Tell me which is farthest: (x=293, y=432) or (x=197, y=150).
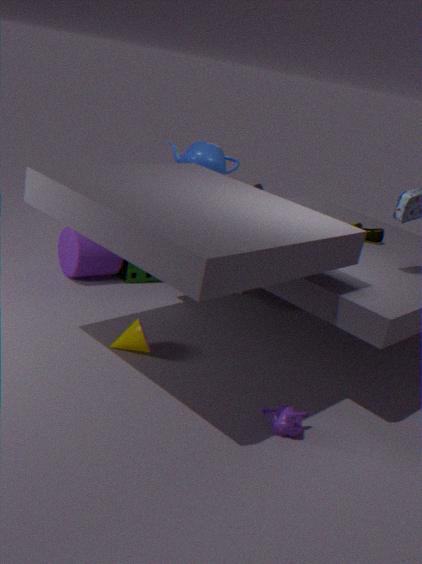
(x=197, y=150)
